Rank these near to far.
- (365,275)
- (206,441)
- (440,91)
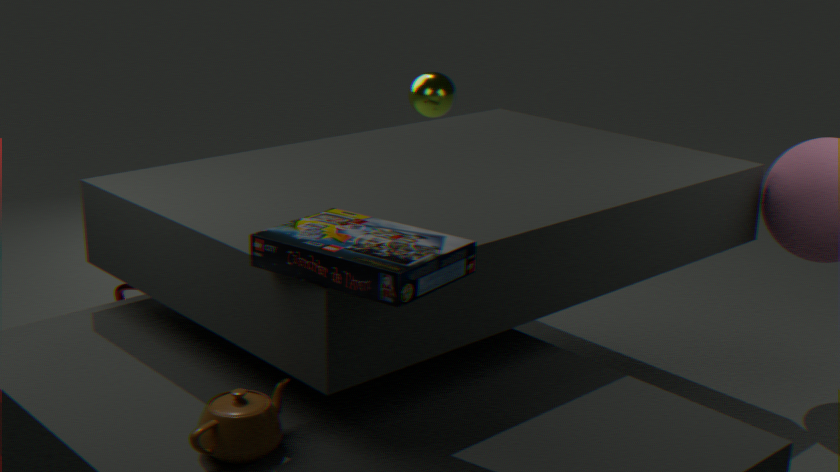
(365,275), (206,441), (440,91)
